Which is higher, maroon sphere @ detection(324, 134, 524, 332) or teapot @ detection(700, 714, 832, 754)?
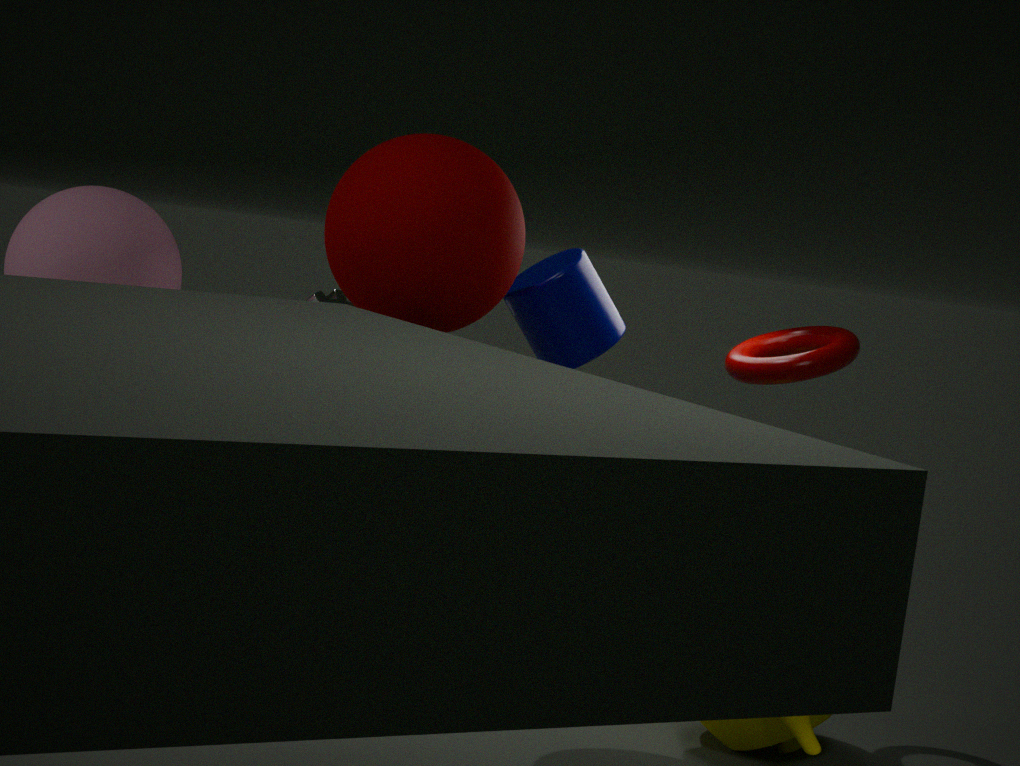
maroon sphere @ detection(324, 134, 524, 332)
